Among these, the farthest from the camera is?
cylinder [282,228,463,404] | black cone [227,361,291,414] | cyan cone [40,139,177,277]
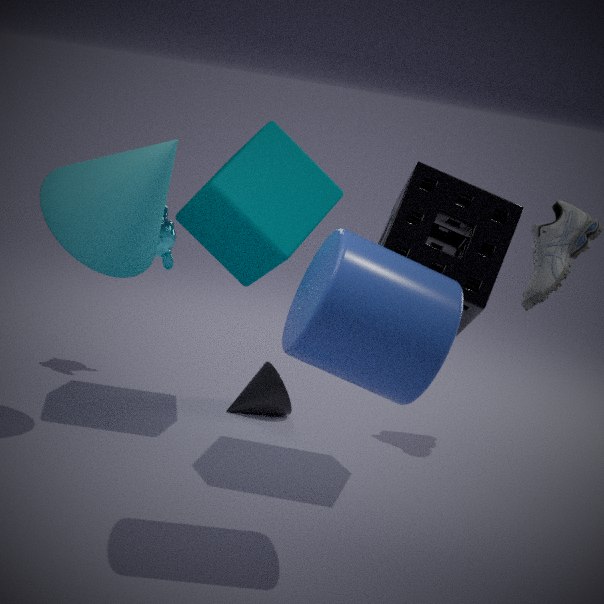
black cone [227,361,291,414]
